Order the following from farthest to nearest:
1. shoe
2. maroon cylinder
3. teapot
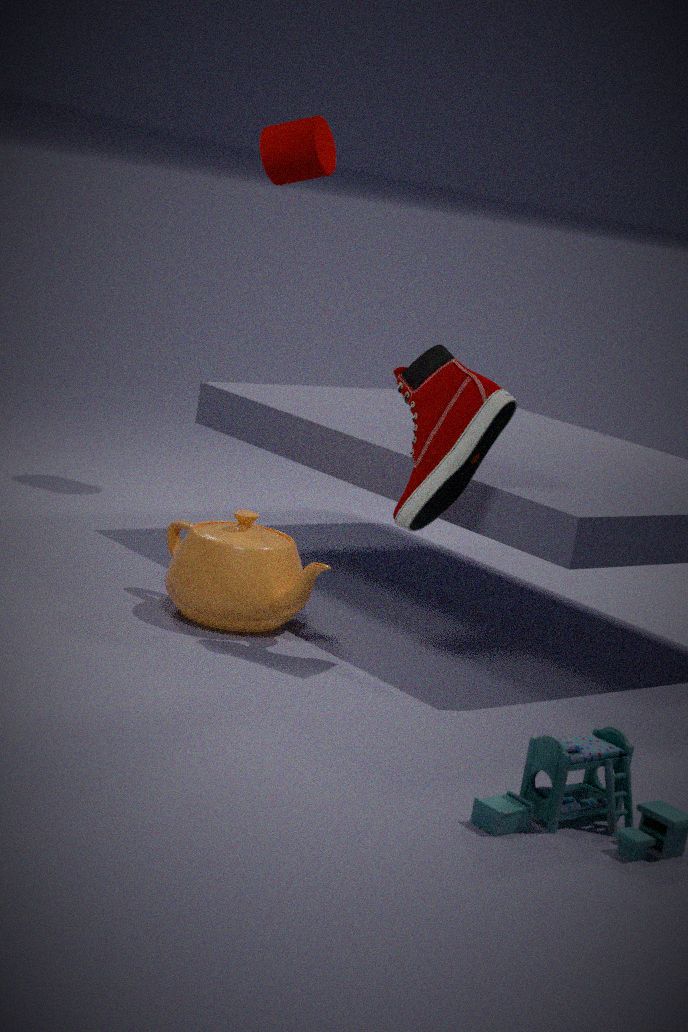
1. maroon cylinder
2. teapot
3. shoe
